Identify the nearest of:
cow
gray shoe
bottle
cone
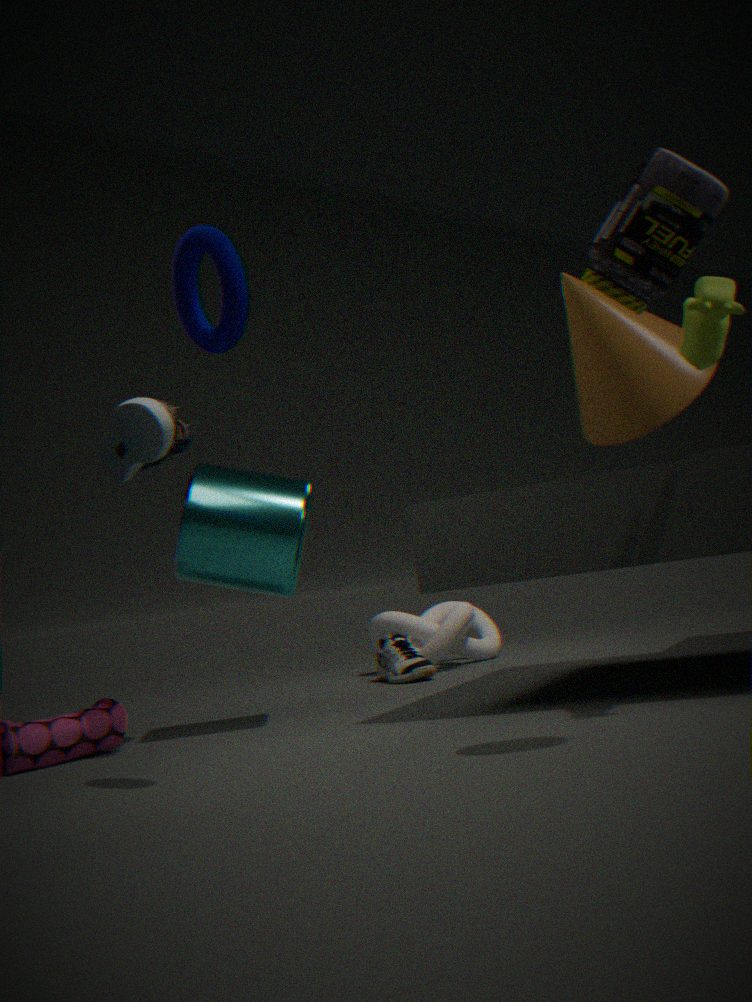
bottle
